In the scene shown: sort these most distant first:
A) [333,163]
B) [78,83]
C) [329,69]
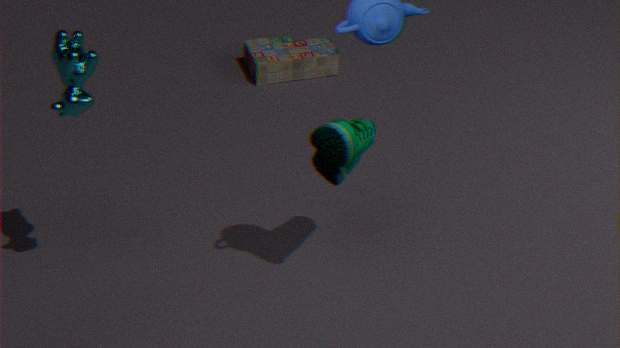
[329,69] → [333,163] → [78,83]
